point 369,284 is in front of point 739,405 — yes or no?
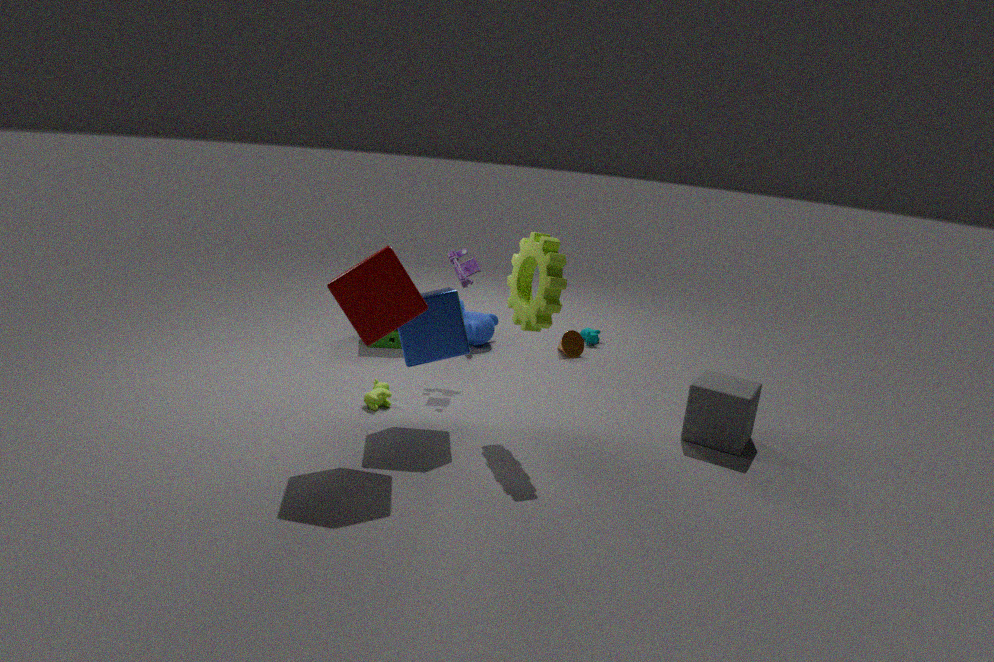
Yes
